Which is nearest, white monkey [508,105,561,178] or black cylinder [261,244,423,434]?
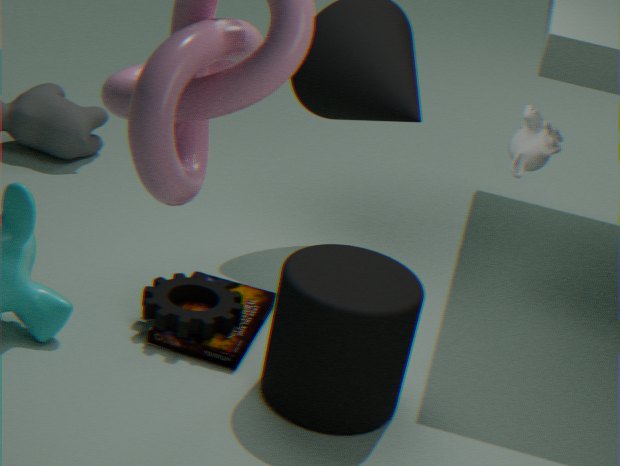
black cylinder [261,244,423,434]
